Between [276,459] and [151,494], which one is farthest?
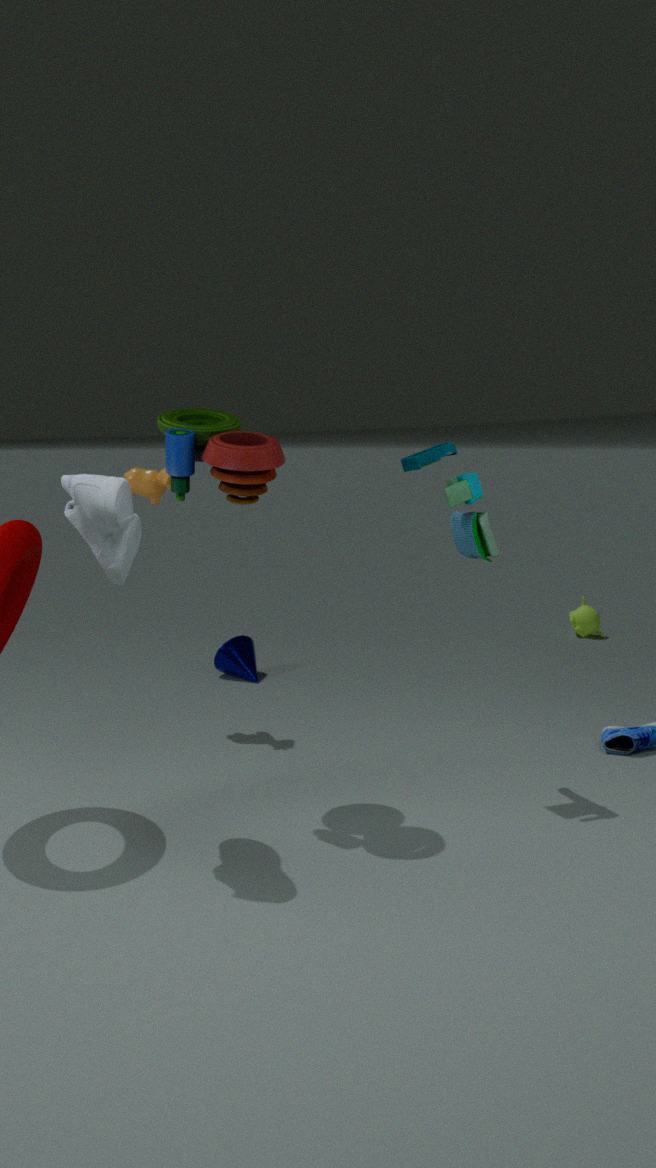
[151,494]
